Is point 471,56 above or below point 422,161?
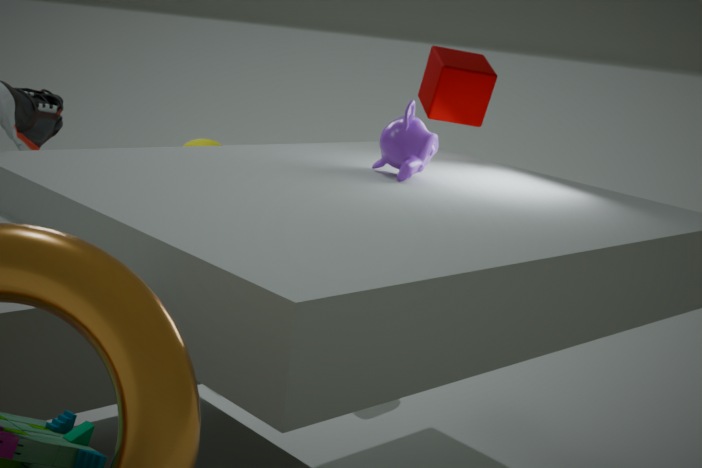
above
